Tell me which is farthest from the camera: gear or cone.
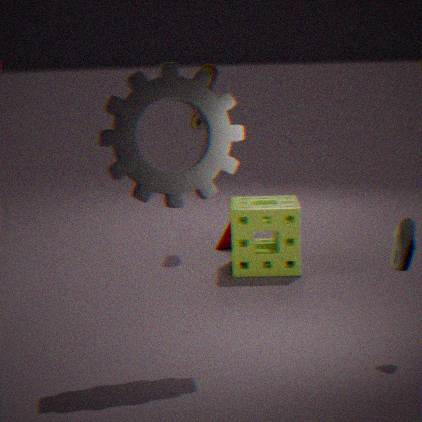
cone
